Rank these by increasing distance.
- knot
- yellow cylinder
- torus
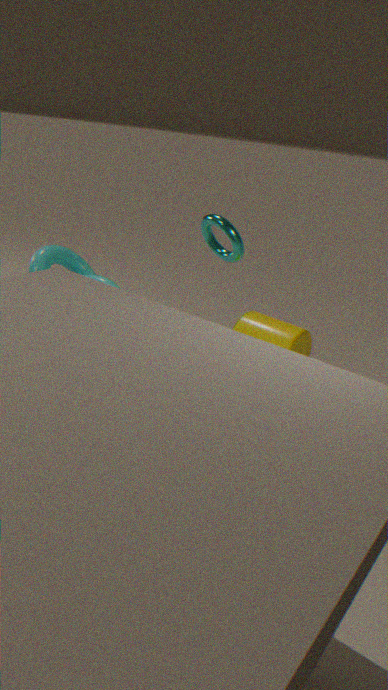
knot < torus < yellow cylinder
